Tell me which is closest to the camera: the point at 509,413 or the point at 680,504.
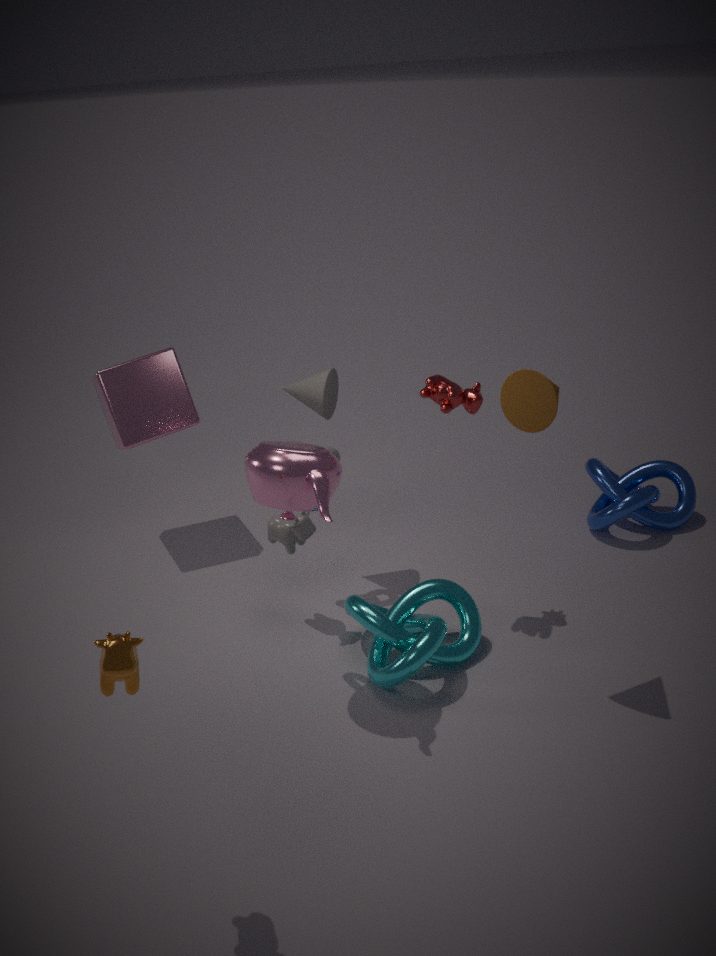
the point at 509,413
